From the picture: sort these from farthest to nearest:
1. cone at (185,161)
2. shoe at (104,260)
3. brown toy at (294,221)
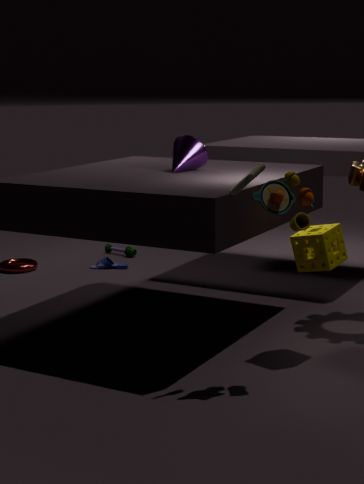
shoe at (104,260), cone at (185,161), brown toy at (294,221)
